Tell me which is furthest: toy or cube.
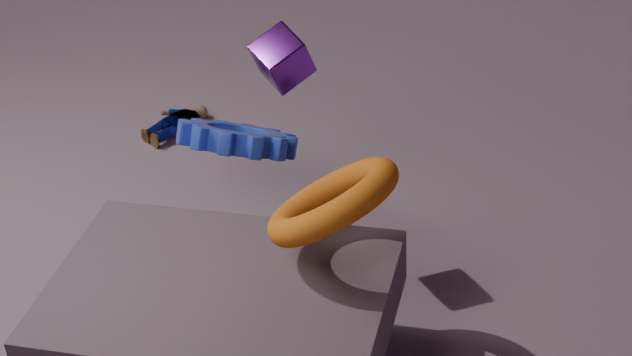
toy
